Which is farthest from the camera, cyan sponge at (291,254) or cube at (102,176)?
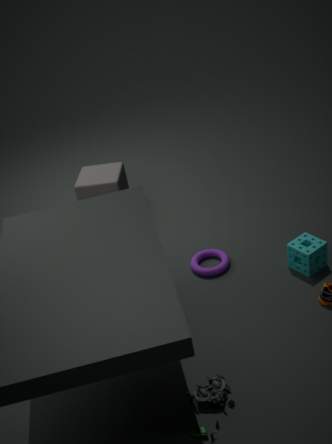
cube at (102,176)
